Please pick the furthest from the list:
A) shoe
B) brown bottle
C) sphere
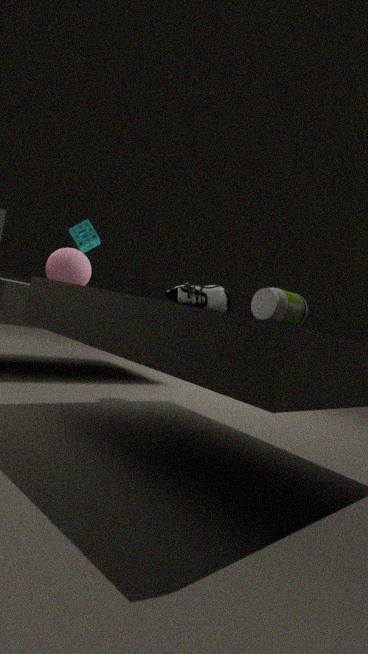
sphere
